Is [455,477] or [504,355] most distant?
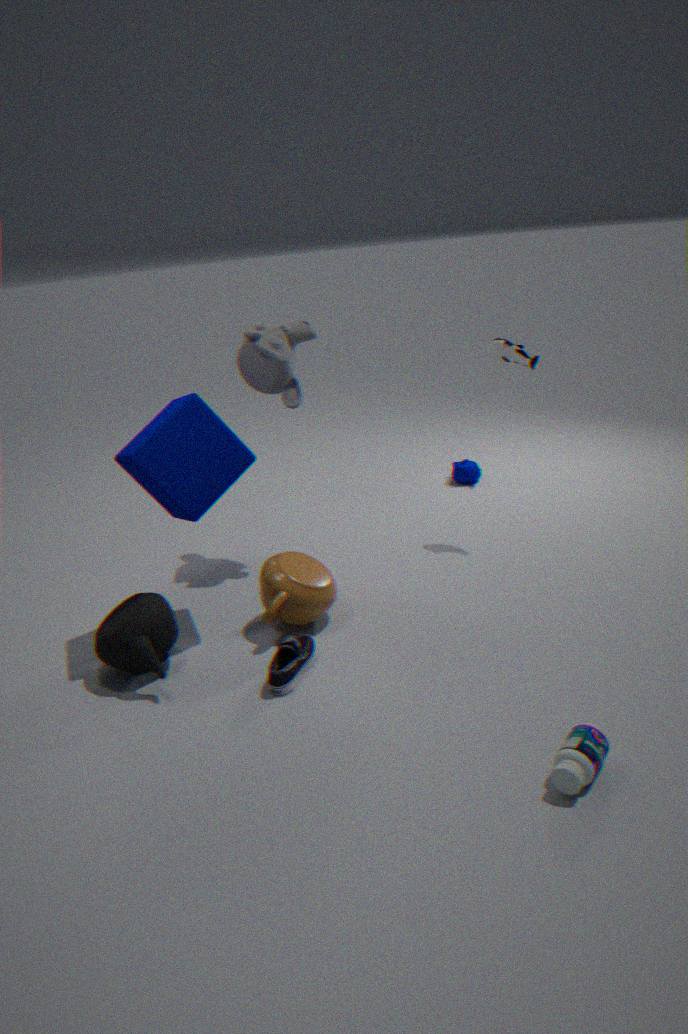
[455,477]
